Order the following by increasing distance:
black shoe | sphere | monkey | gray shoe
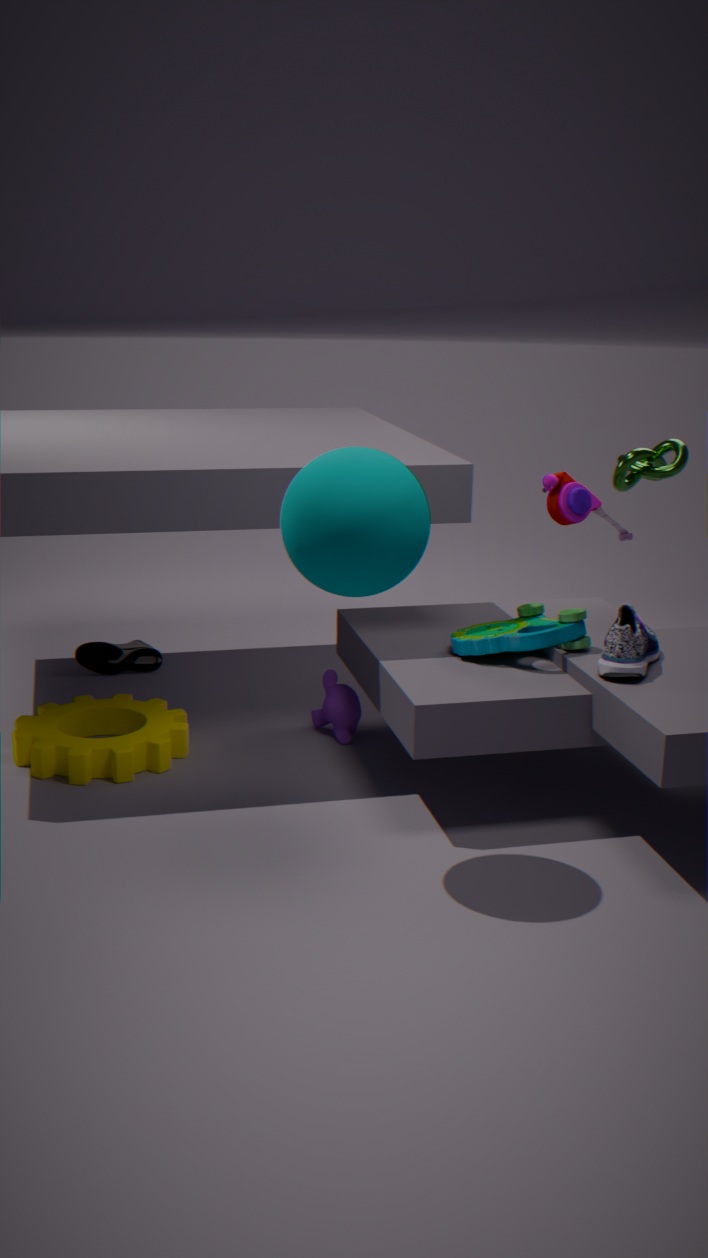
sphere → gray shoe → monkey → black shoe
